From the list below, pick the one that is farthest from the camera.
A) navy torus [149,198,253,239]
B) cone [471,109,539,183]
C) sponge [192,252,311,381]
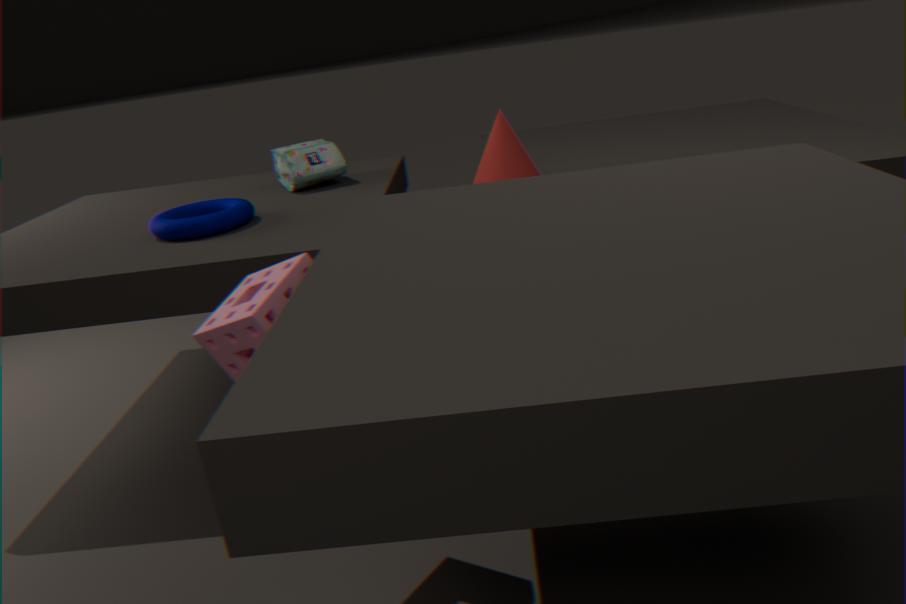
cone [471,109,539,183]
